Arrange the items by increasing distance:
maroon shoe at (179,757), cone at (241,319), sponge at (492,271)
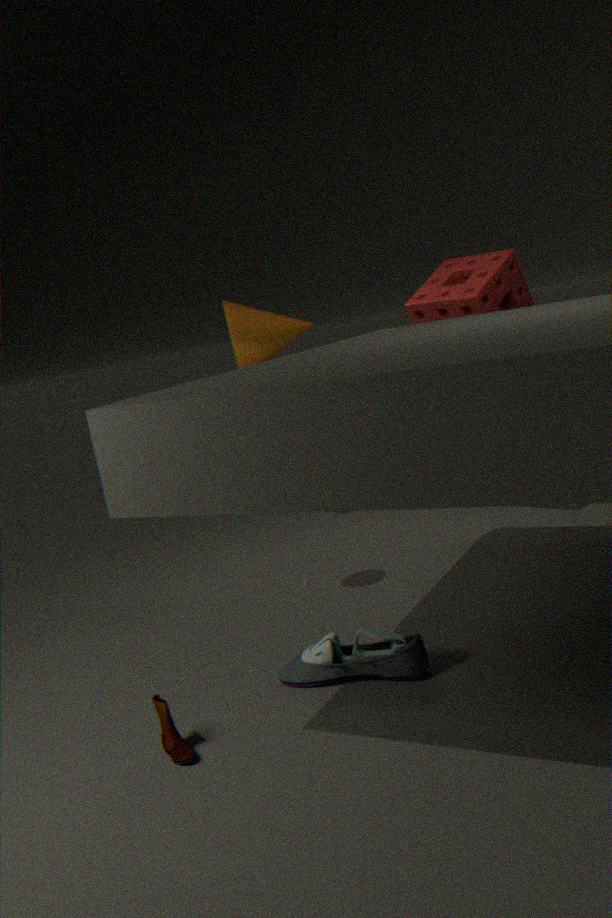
maroon shoe at (179,757)
sponge at (492,271)
cone at (241,319)
